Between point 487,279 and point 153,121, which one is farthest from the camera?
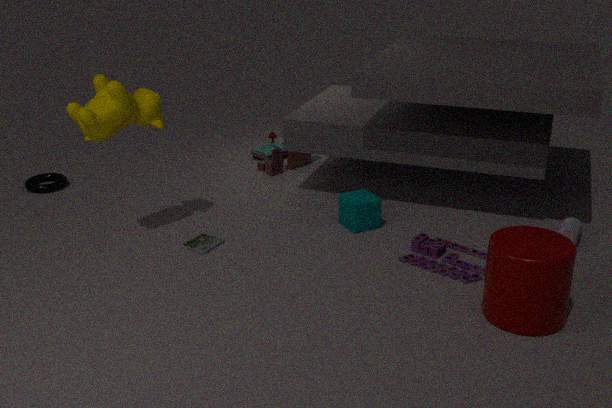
point 153,121
